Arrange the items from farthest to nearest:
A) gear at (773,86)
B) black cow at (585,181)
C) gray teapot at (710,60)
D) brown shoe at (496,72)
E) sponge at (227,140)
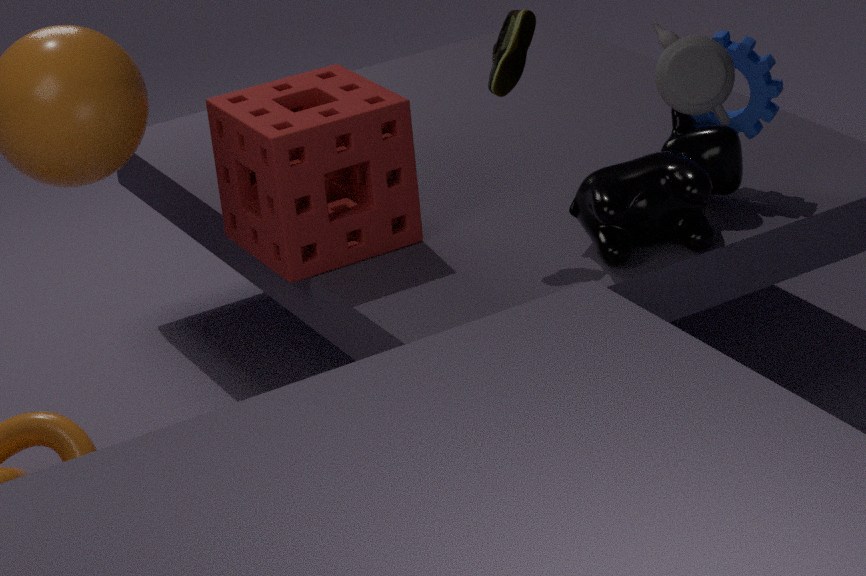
gear at (773,86) < sponge at (227,140) < brown shoe at (496,72) < black cow at (585,181) < gray teapot at (710,60)
